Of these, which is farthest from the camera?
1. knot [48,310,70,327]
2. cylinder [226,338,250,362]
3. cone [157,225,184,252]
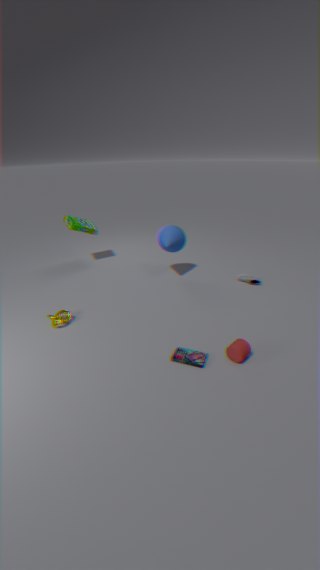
cone [157,225,184,252]
